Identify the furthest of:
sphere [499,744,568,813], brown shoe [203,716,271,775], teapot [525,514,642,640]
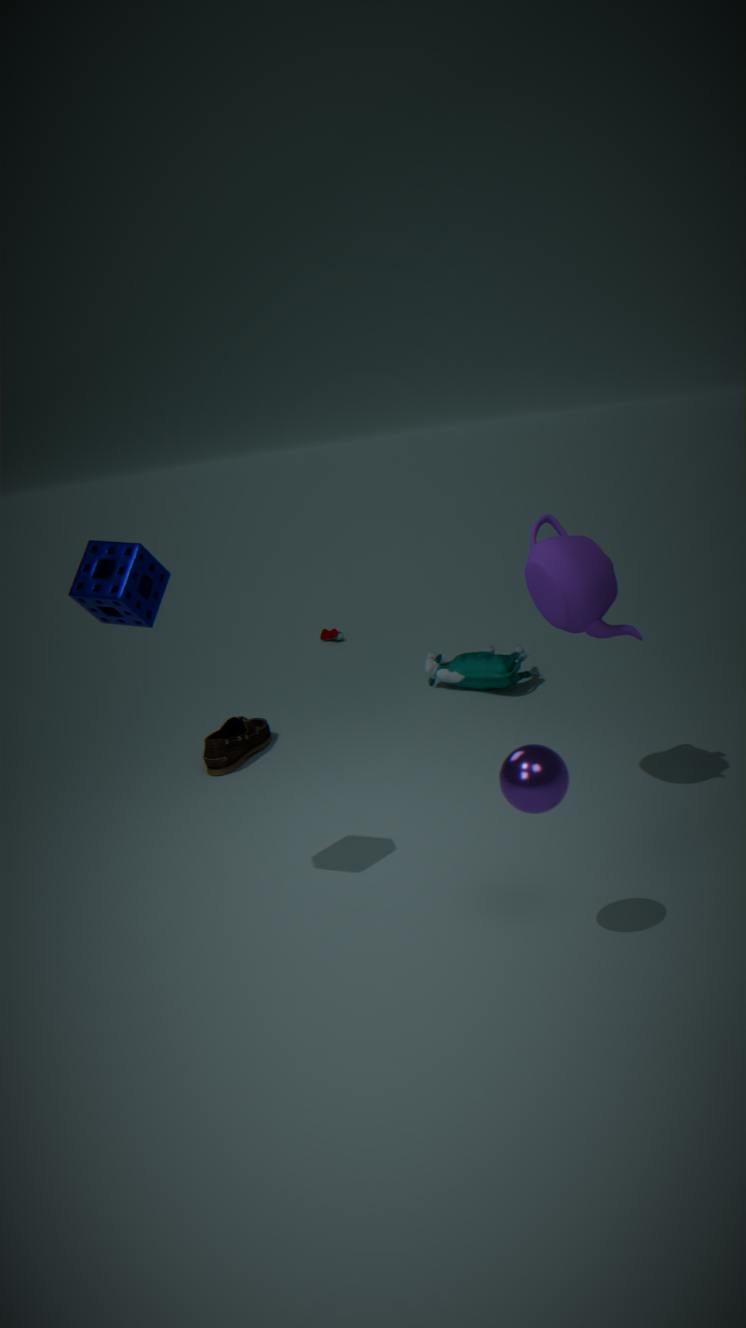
brown shoe [203,716,271,775]
